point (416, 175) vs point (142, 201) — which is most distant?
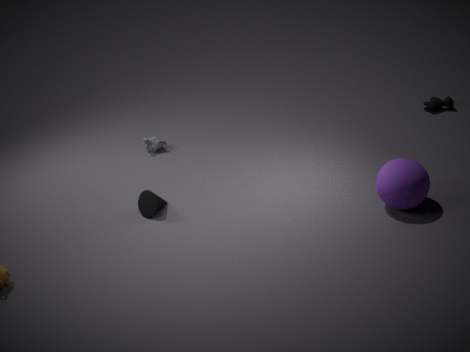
point (142, 201)
